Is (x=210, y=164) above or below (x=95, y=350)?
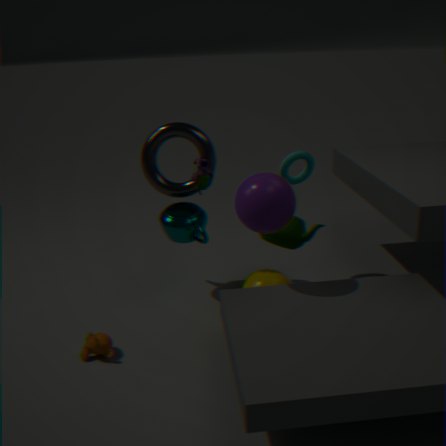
above
